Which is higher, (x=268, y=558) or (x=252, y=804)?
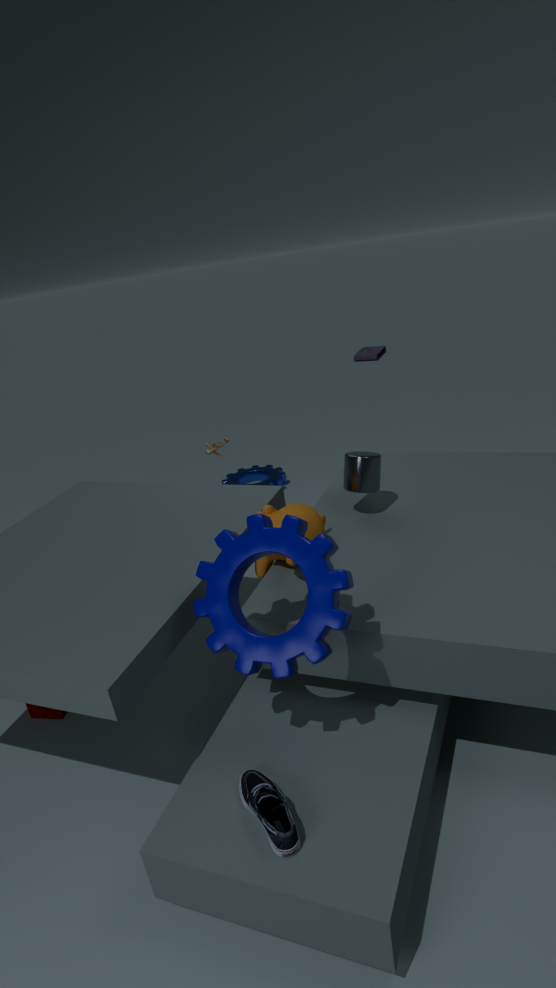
(x=268, y=558)
